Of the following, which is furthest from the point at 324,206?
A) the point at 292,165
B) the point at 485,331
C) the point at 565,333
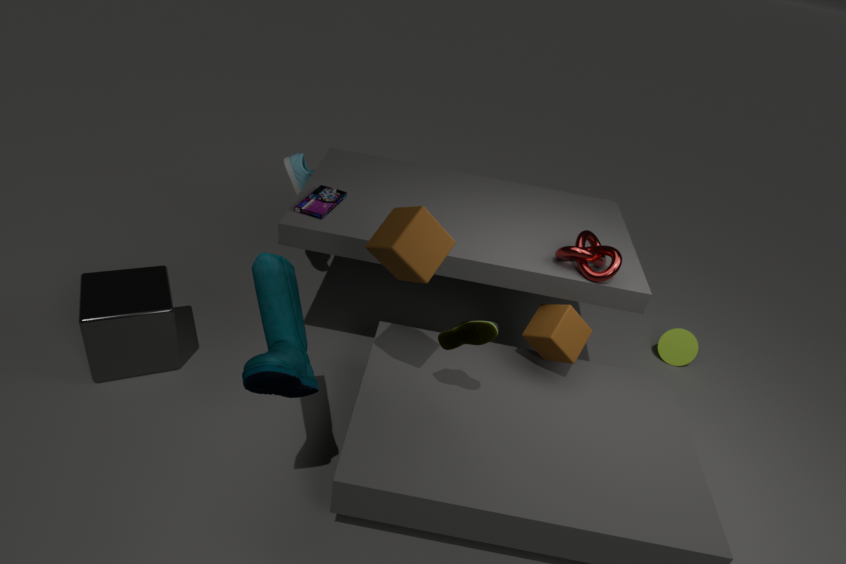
the point at 565,333
